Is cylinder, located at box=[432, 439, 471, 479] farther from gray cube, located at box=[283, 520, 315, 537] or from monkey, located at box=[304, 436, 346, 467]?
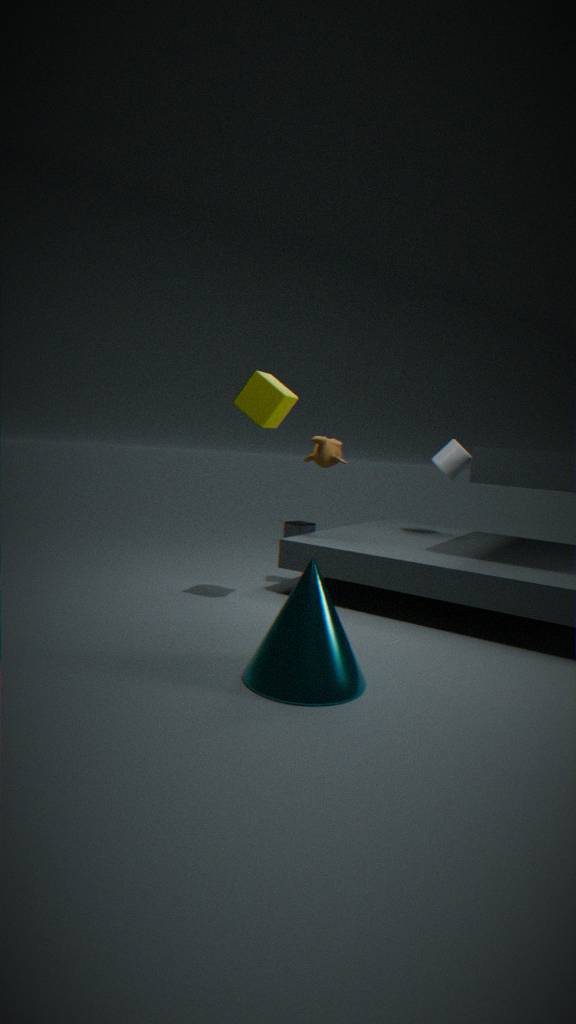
gray cube, located at box=[283, 520, 315, 537]
